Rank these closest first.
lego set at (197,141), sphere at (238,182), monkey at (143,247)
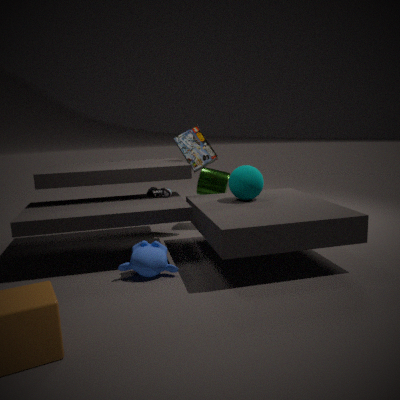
monkey at (143,247) < sphere at (238,182) < lego set at (197,141)
